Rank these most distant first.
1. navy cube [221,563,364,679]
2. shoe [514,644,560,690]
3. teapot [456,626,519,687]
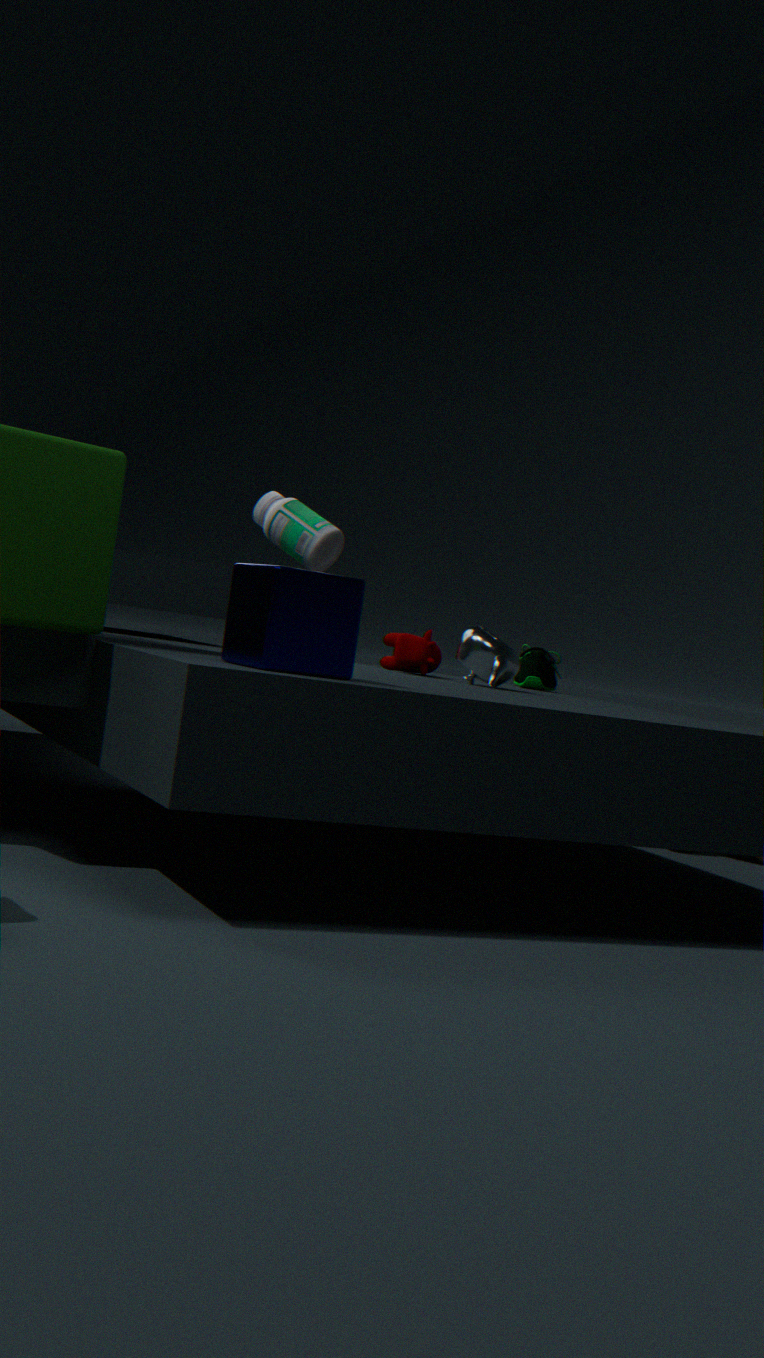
shoe [514,644,560,690] < teapot [456,626,519,687] < navy cube [221,563,364,679]
